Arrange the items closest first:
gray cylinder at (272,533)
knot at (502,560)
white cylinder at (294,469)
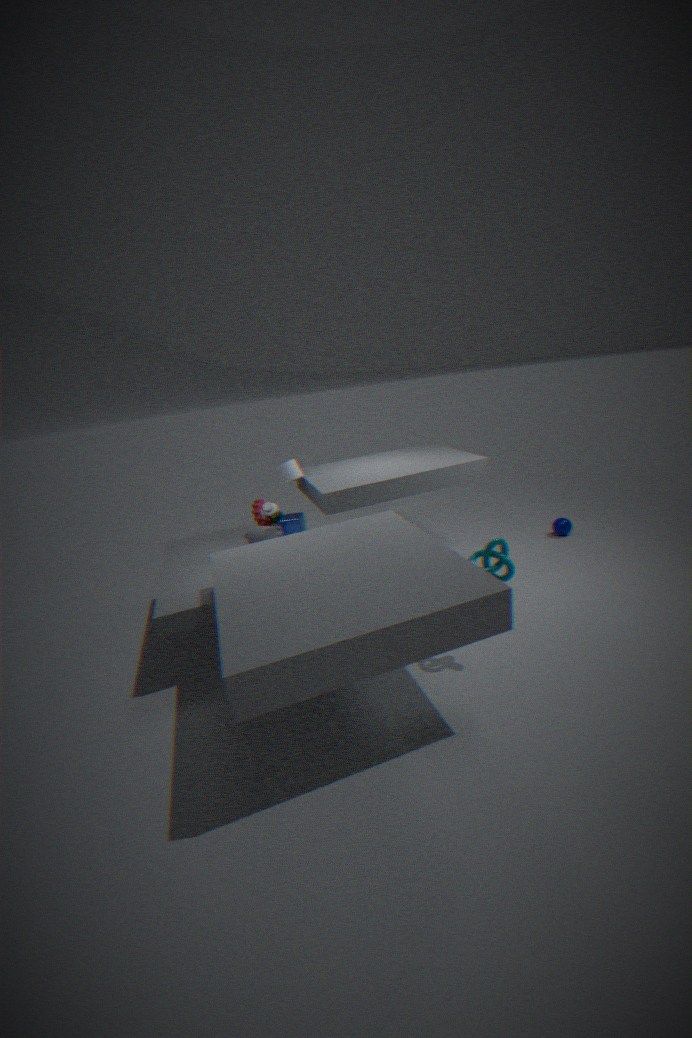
knot at (502,560)
gray cylinder at (272,533)
white cylinder at (294,469)
